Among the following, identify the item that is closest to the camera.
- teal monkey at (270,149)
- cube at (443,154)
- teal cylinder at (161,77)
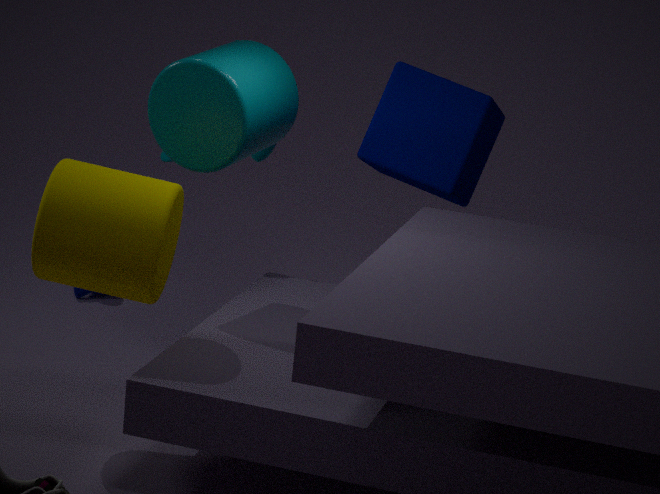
teal cylinder at (161,77)
